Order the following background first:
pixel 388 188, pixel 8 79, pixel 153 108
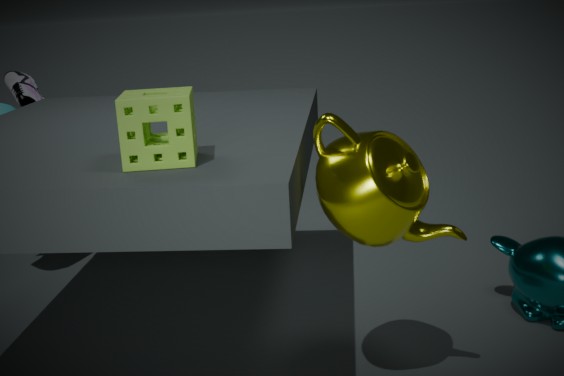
pixel 8 79, pixel 388 188, pixel 153 108
